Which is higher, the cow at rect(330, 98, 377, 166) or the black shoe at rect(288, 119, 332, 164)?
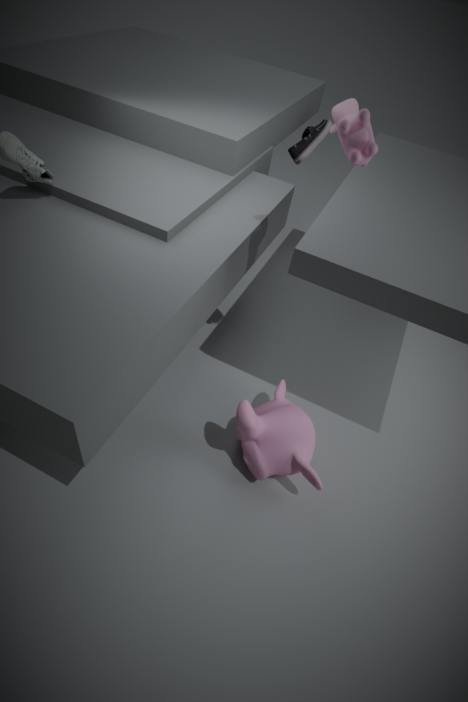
the cow at rect(330, 98, 377, 166)
